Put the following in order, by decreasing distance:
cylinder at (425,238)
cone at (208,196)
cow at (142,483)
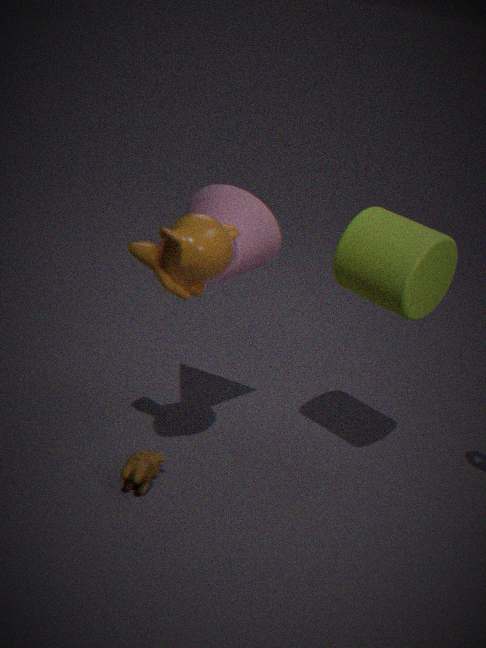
cone at (208,196) → cow at (142,483) → cylinder at (425,238)
